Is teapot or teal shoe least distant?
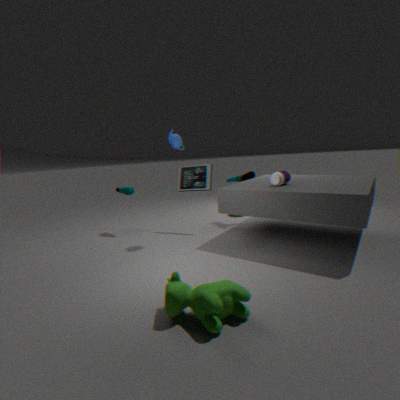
teapot
